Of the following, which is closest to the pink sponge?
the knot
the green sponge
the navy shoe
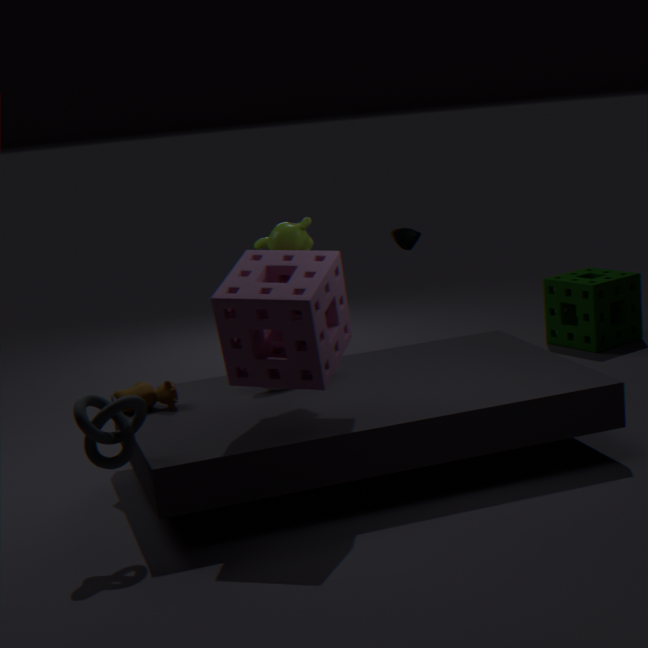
the knot
